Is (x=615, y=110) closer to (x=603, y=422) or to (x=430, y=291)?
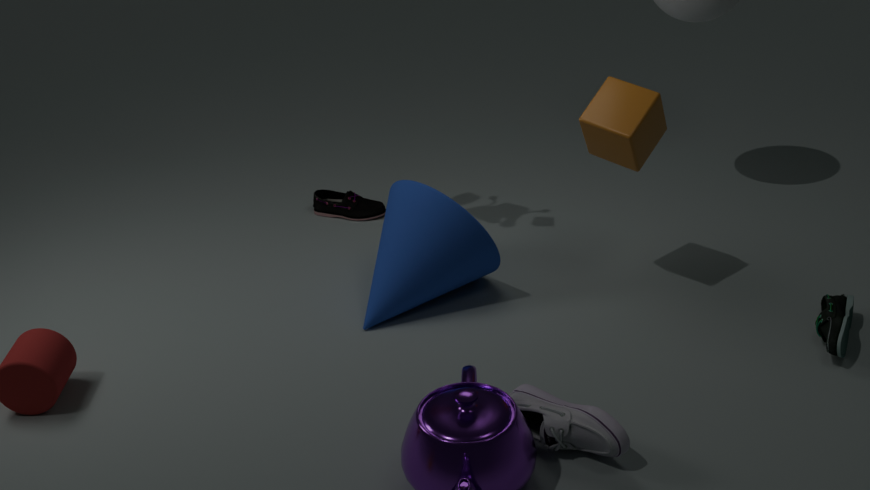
(x=430, y=291)
